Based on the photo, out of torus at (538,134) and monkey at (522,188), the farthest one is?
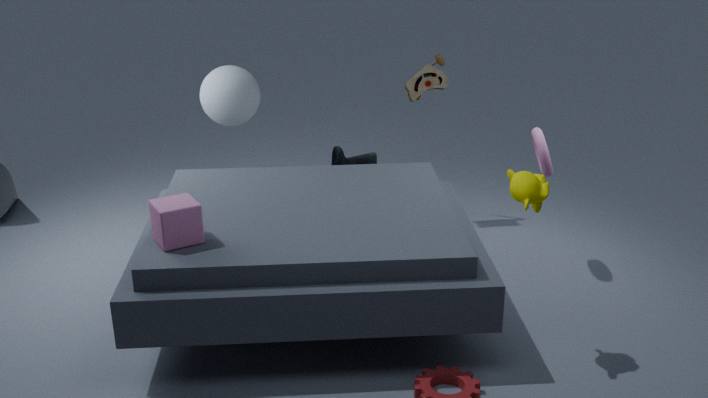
torus at (538,134)
